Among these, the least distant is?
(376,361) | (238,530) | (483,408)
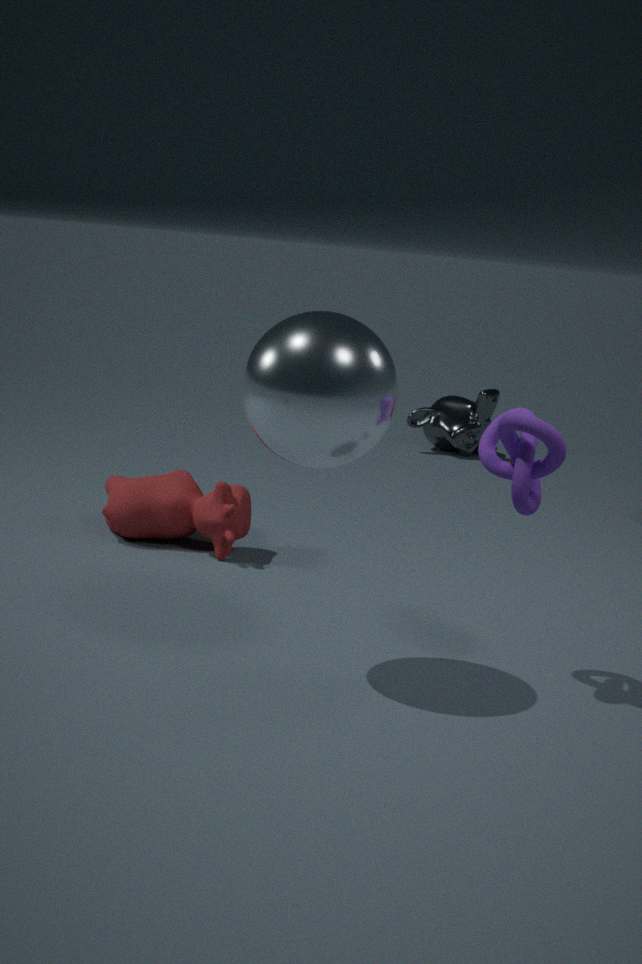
(376,361)
